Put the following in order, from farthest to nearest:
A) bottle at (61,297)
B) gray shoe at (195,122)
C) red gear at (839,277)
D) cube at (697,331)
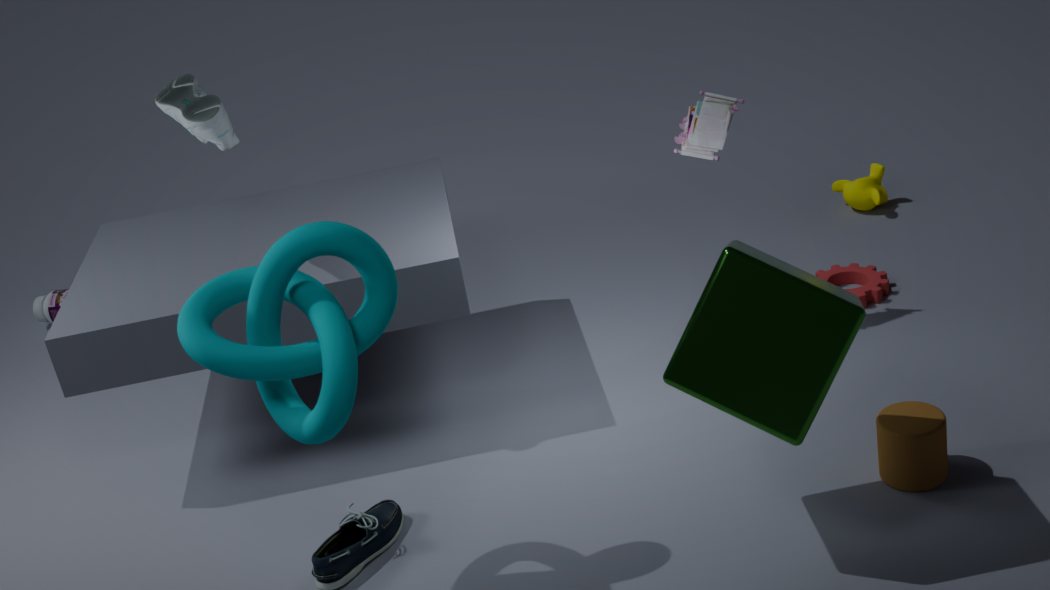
bottle at (61,297), red gear at (839,277), gray shoe at (195,122), cube at (697,331)
